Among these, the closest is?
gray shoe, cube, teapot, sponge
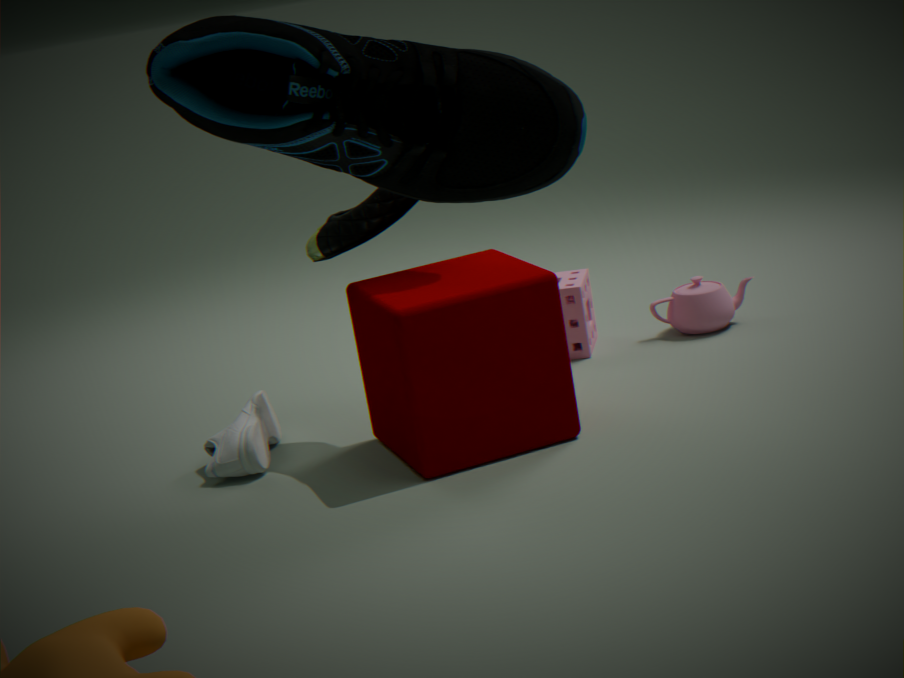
cube
